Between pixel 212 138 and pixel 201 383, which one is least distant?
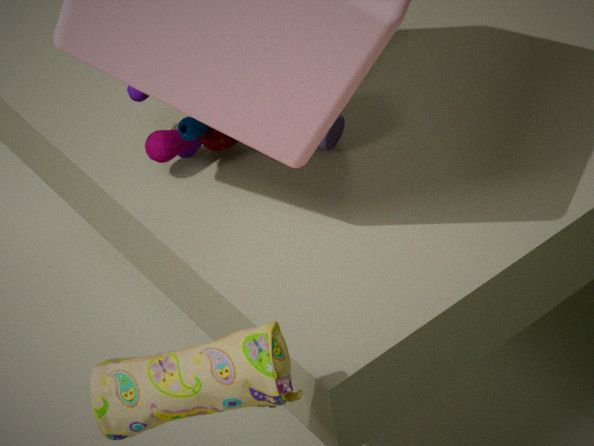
pixel 201 383
